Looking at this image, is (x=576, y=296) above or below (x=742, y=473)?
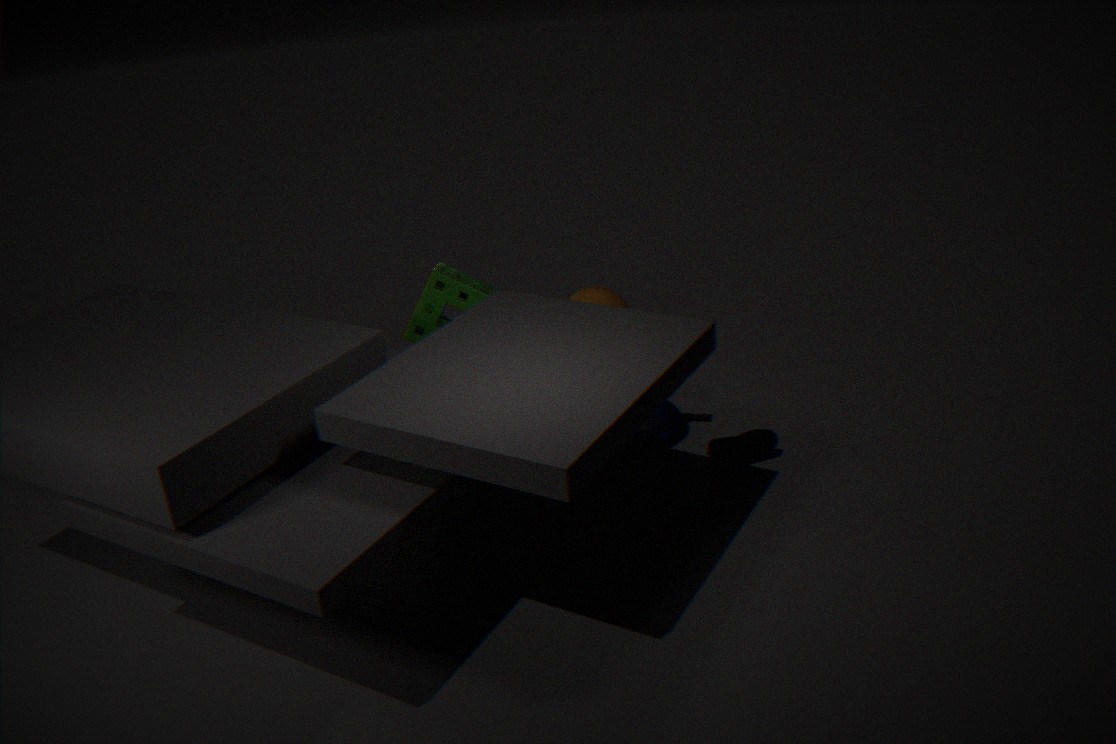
above
